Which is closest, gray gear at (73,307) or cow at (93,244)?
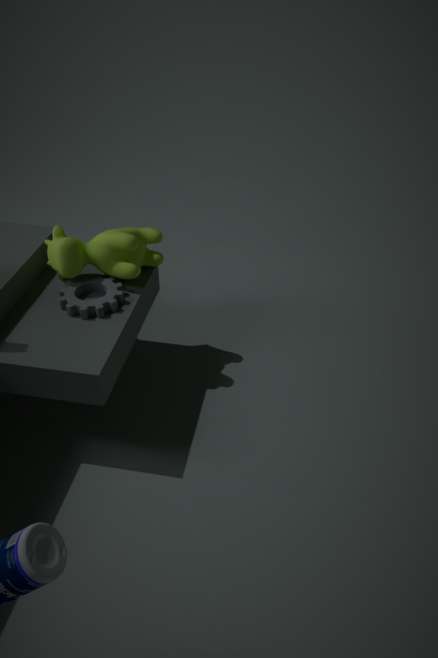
gray gear at (73,307)
